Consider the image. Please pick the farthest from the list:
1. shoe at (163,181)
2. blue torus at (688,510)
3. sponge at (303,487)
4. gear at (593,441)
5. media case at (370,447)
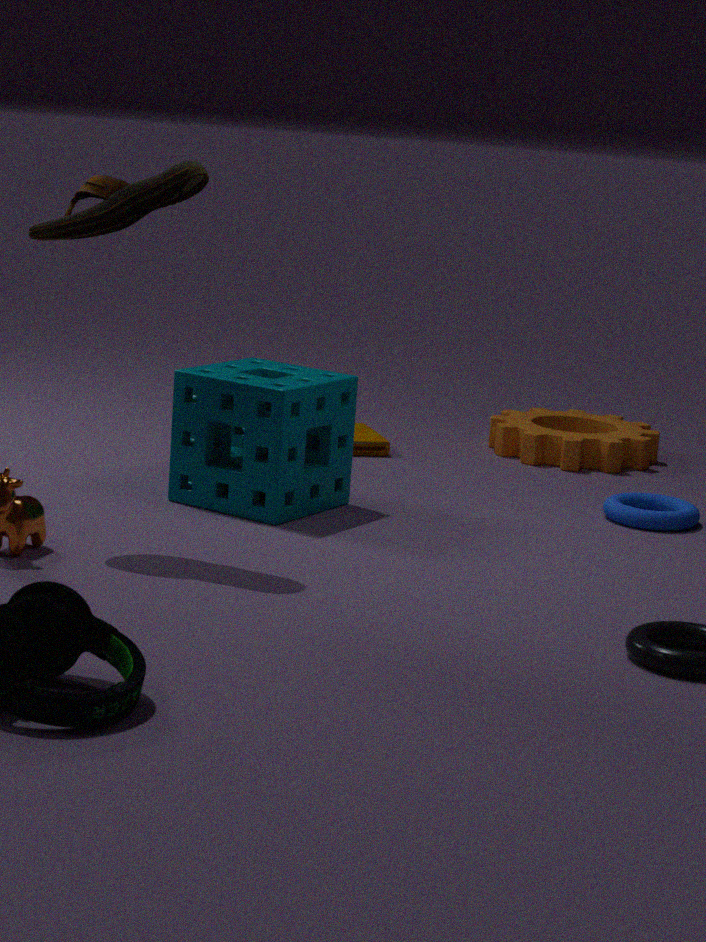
gear at (593,441)
